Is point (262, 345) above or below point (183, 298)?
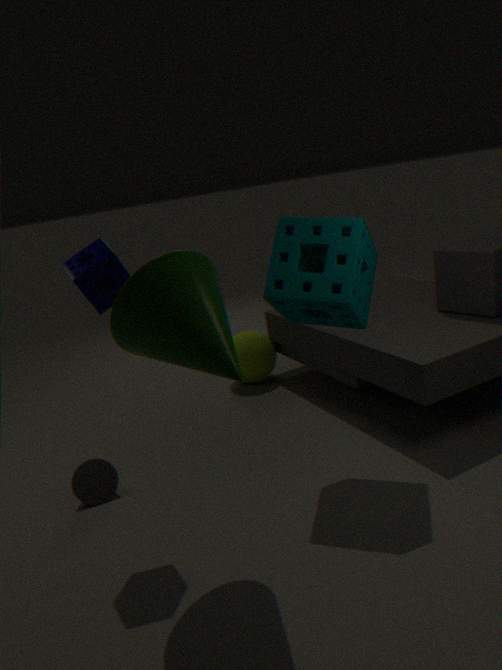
below
